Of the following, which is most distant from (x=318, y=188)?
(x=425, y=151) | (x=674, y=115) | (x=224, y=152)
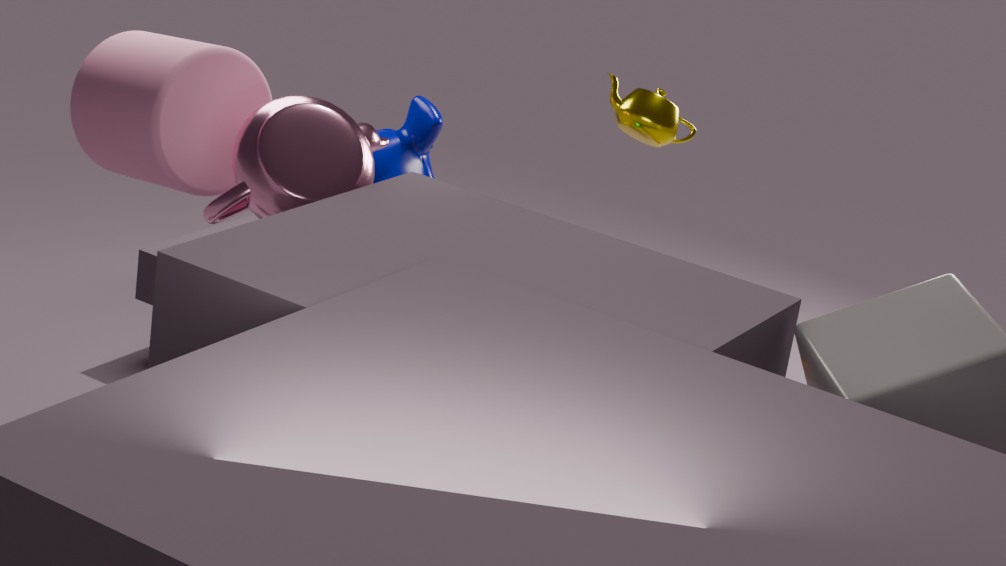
(x=425, y=151)
